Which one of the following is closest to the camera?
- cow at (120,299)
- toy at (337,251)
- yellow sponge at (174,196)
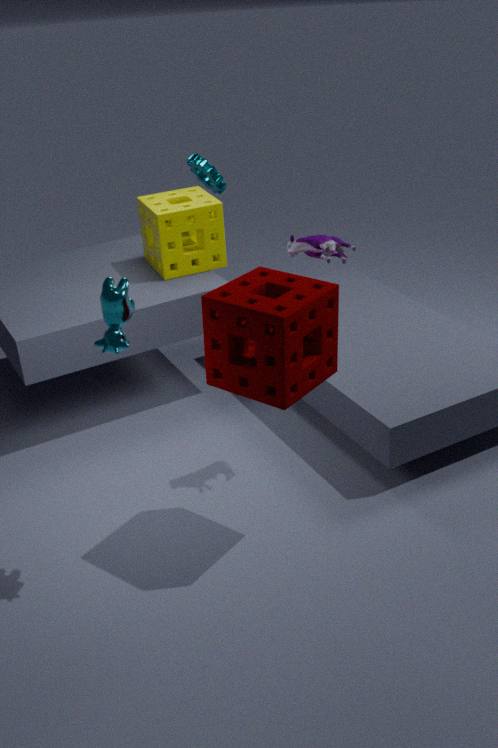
cow at (120,299)
